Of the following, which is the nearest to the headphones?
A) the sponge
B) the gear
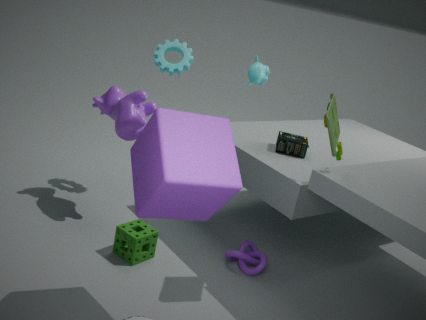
the gear
